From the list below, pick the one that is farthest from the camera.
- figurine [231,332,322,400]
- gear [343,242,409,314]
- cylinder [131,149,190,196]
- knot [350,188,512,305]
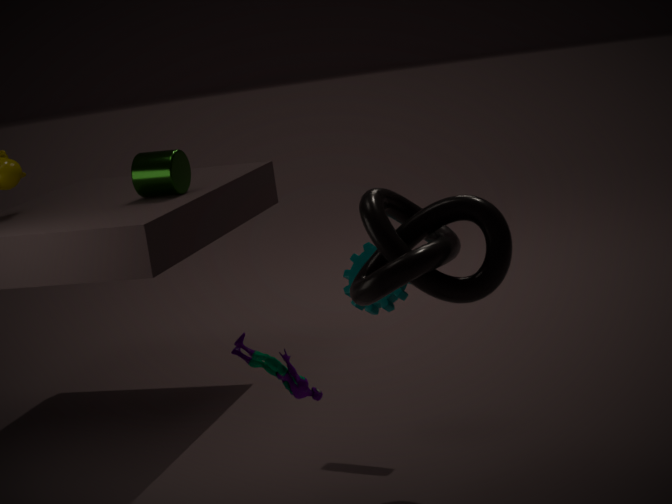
cylinder [131,149,190,196]
